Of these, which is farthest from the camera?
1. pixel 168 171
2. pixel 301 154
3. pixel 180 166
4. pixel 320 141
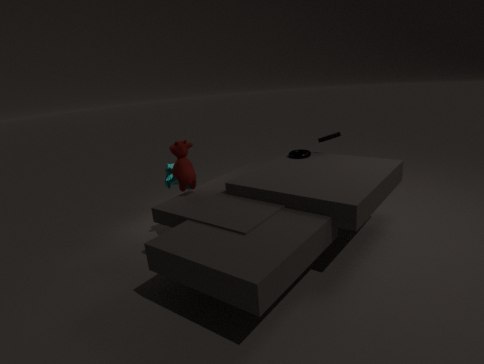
pixel 168 171
